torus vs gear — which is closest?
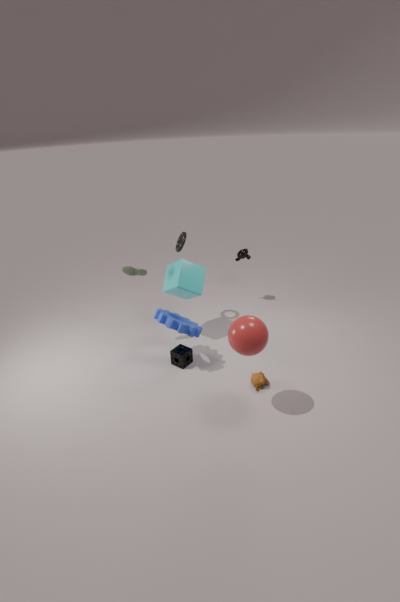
gear
